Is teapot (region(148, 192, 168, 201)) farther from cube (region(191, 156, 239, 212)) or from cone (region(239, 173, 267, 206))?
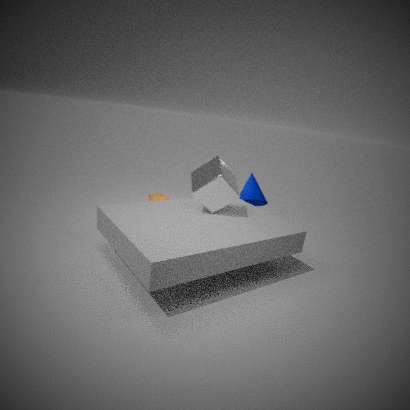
cube (region(191, 156, 239, 212))
